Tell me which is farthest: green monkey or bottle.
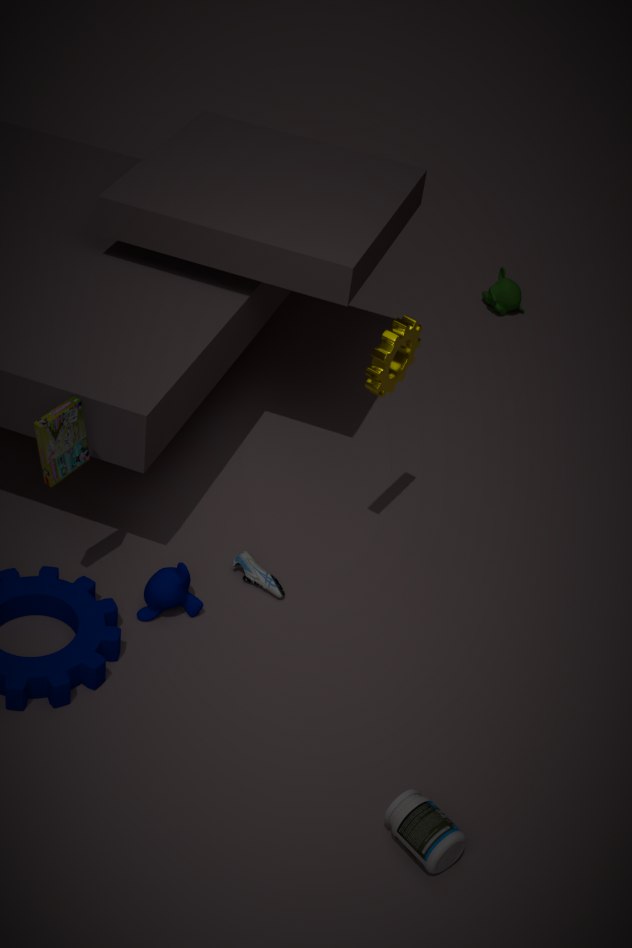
green monkey
